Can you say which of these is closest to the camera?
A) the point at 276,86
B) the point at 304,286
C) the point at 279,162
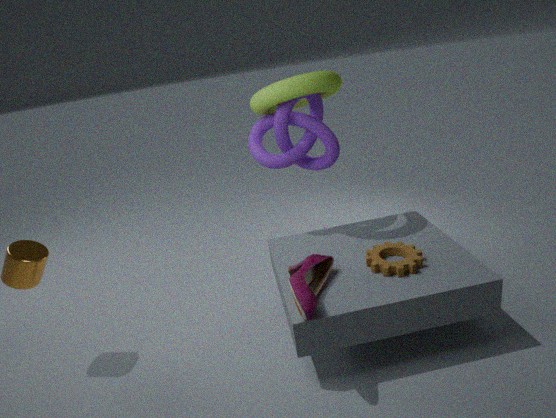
the point at 304,286
